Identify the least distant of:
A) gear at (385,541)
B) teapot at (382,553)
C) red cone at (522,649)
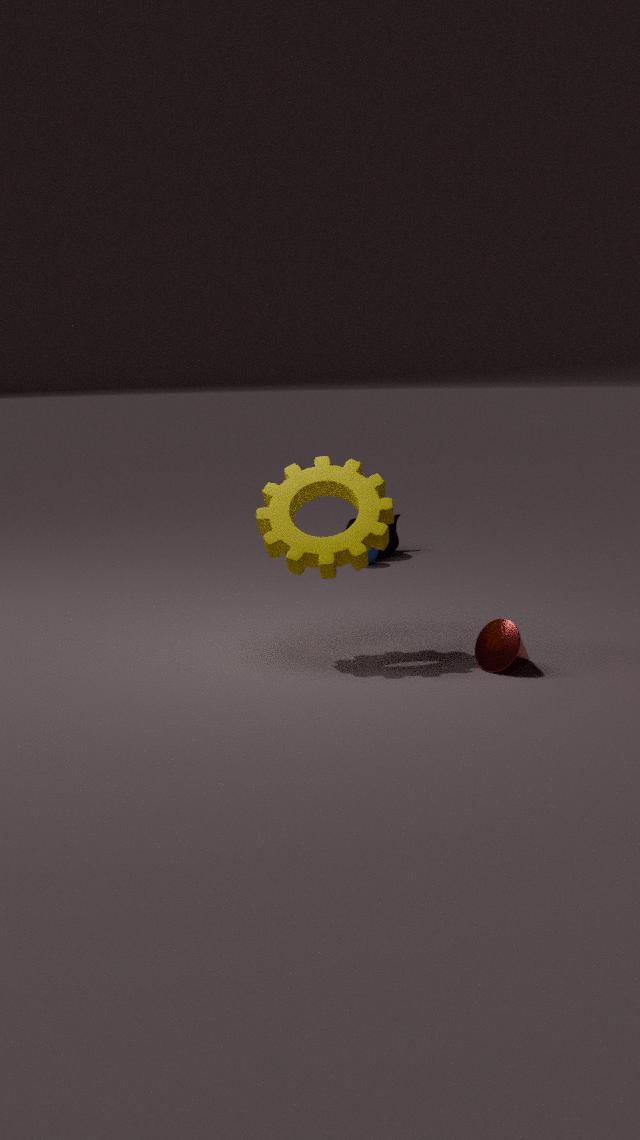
red cone at (522,649)
